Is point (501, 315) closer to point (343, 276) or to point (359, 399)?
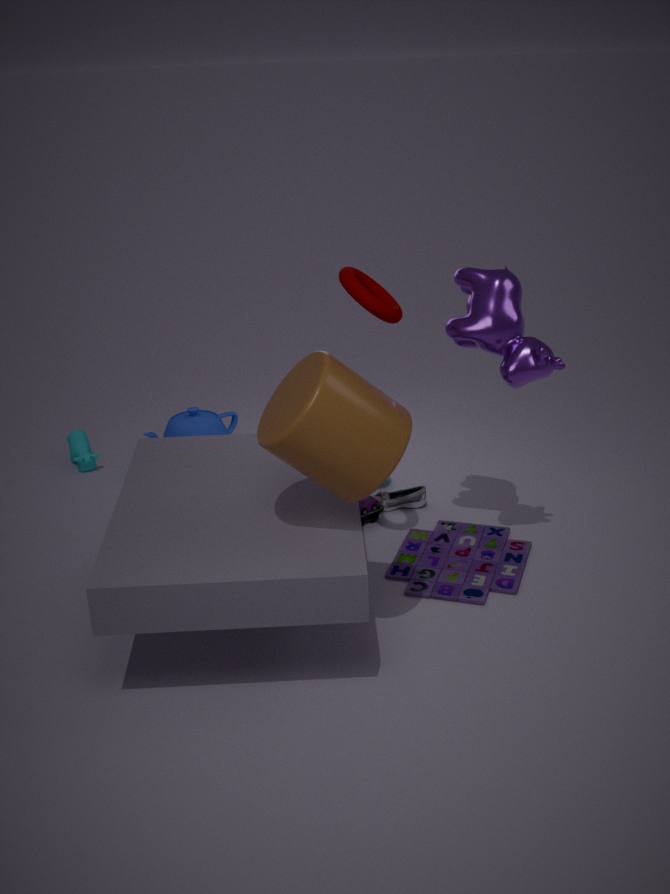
point (343, 276)
